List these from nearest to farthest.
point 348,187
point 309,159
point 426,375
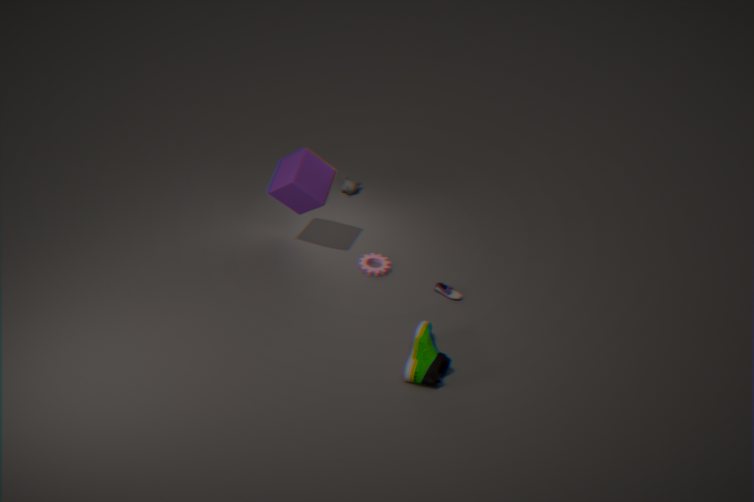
point 426,375
point 309,159
point 348,187
